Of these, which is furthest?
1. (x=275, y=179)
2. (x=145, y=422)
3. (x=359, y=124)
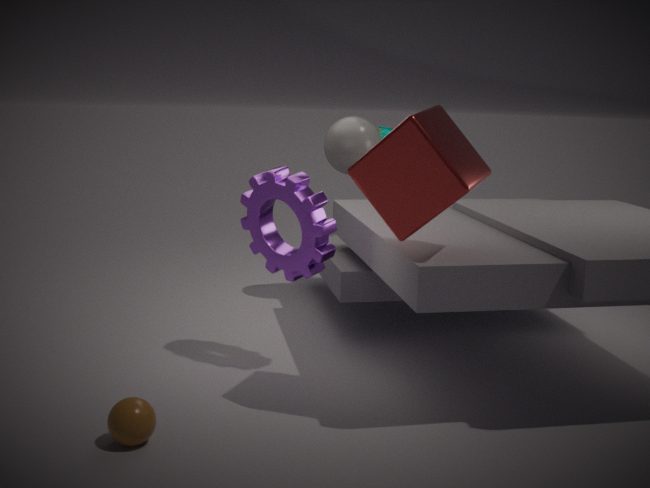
(x=359, y=124)
